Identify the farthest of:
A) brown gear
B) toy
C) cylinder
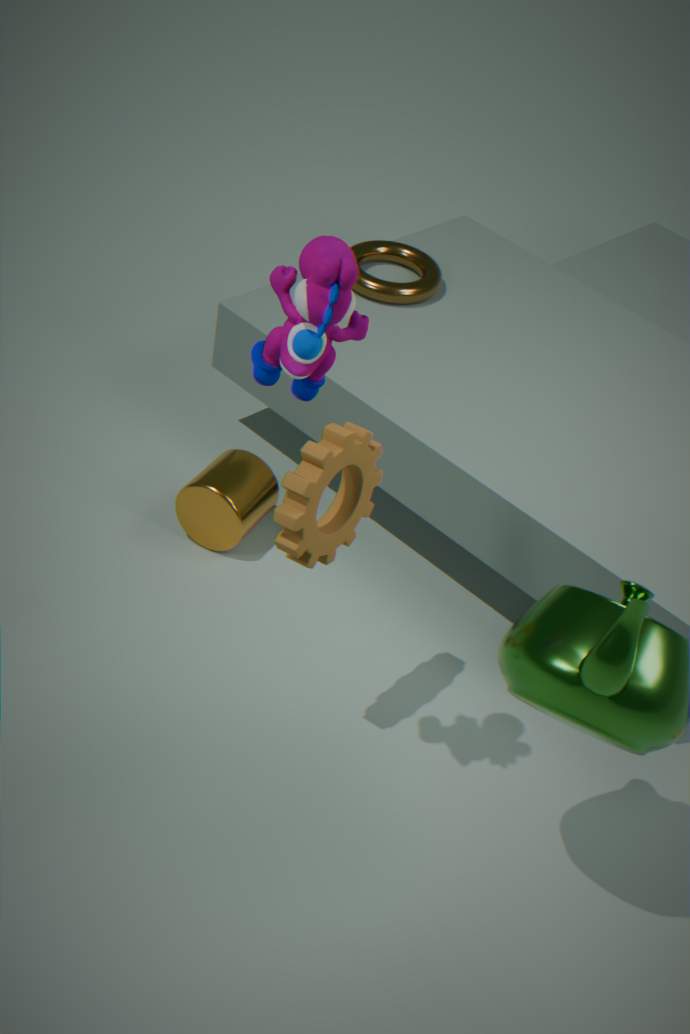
cylinder
